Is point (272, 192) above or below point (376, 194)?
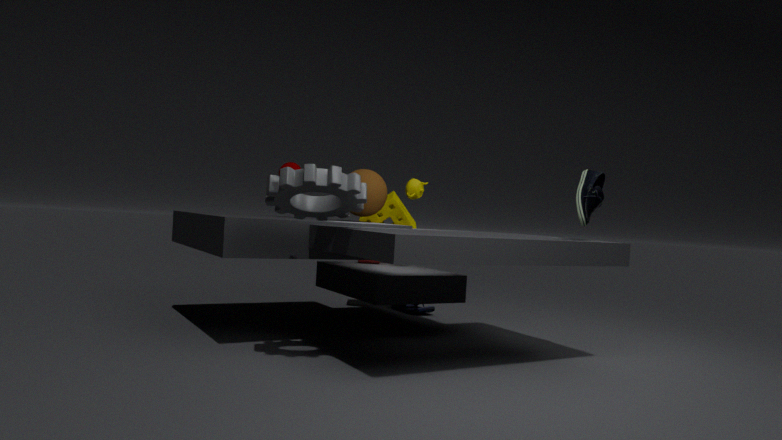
below
